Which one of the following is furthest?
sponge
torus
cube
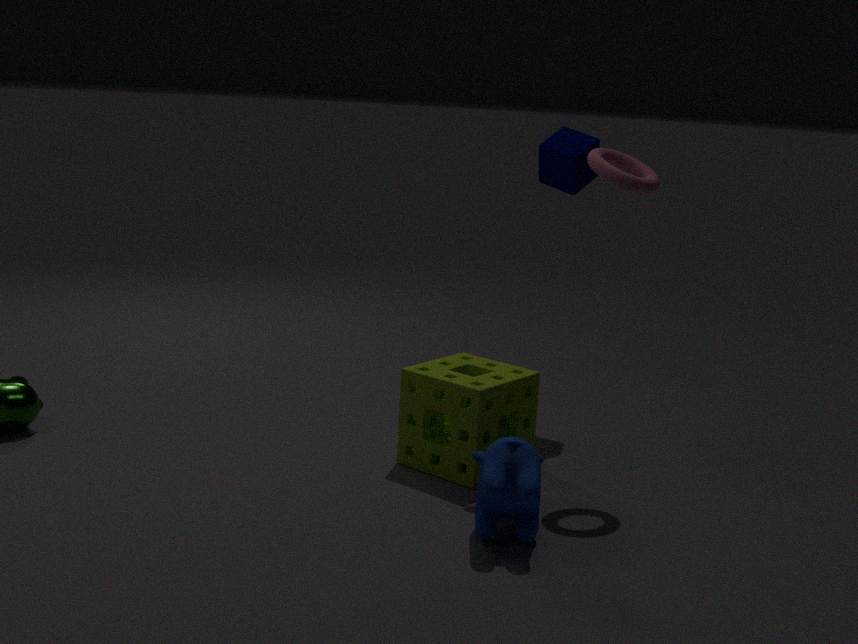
cube
